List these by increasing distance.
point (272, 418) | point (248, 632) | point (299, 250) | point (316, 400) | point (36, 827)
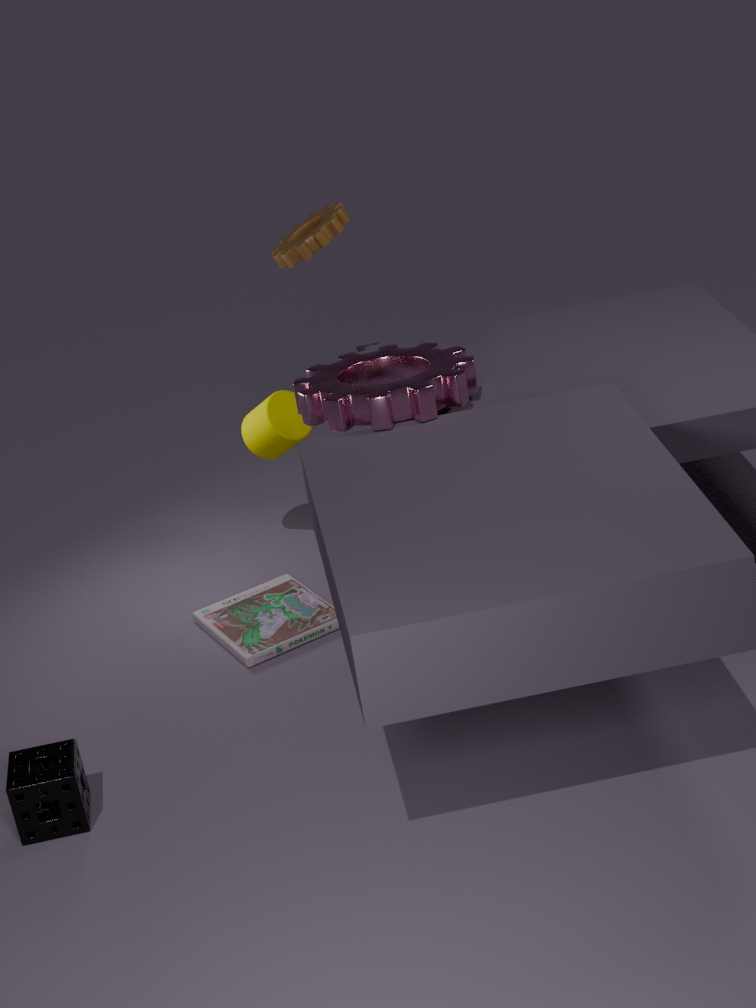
point (36, 827) → point (316, 400) → point (299, 250) → point (248, 632) → point (272, 418)
